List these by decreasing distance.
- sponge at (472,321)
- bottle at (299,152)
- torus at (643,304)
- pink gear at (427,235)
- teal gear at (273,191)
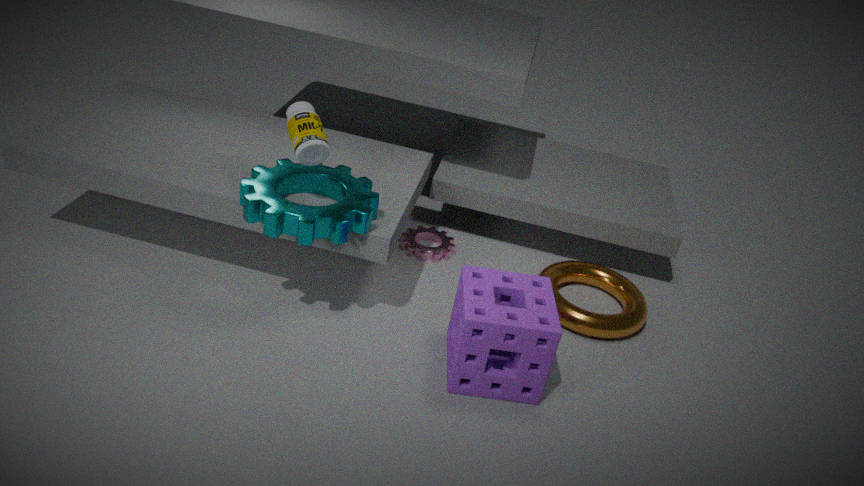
pink gear at (427,235) → torus at (643,304) → bottle at (299,152) → teal gear at (273,191) → sponge at (472,321)
